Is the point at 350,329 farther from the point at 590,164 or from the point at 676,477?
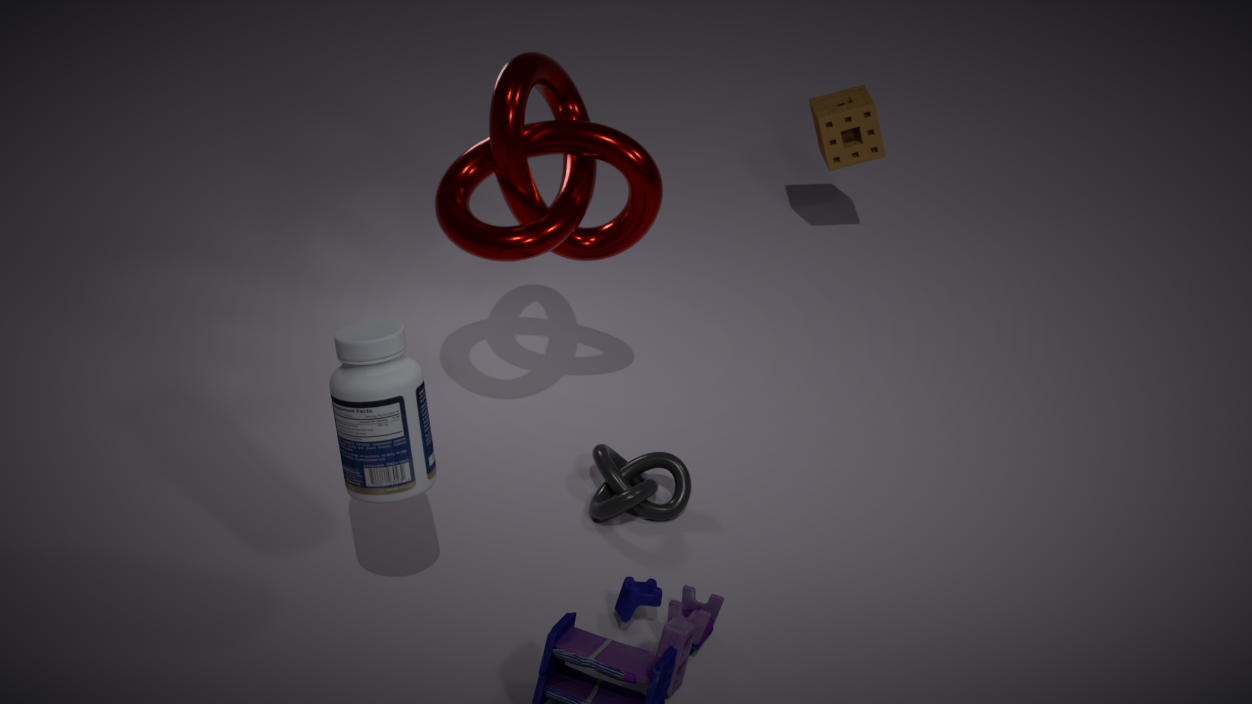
the point at 676,477
